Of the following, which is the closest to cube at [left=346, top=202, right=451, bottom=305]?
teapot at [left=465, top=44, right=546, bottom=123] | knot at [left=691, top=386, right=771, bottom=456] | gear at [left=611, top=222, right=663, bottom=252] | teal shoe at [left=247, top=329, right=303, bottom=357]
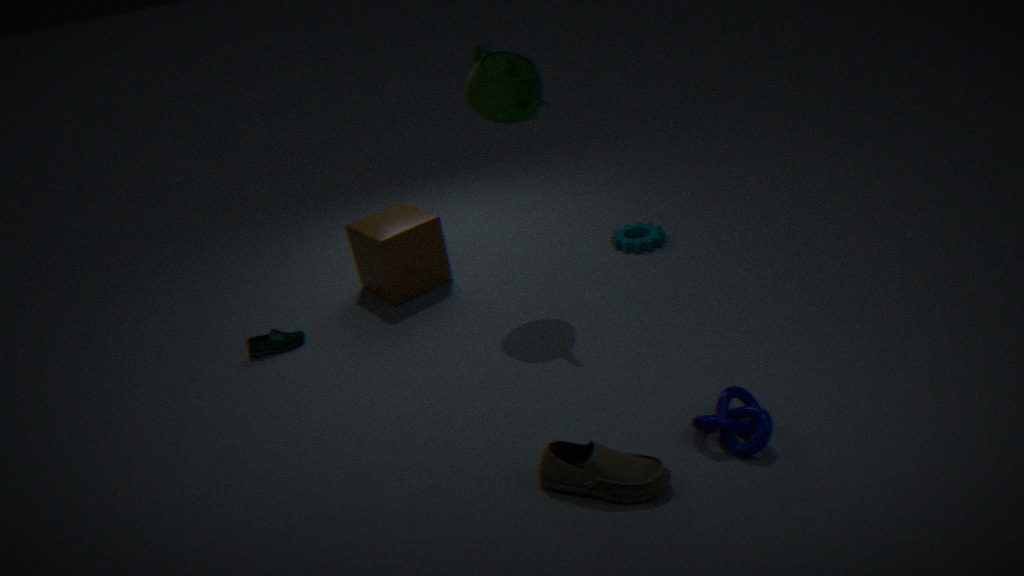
teal shoe at [left=247, top=329, right=303, bottom=357]
